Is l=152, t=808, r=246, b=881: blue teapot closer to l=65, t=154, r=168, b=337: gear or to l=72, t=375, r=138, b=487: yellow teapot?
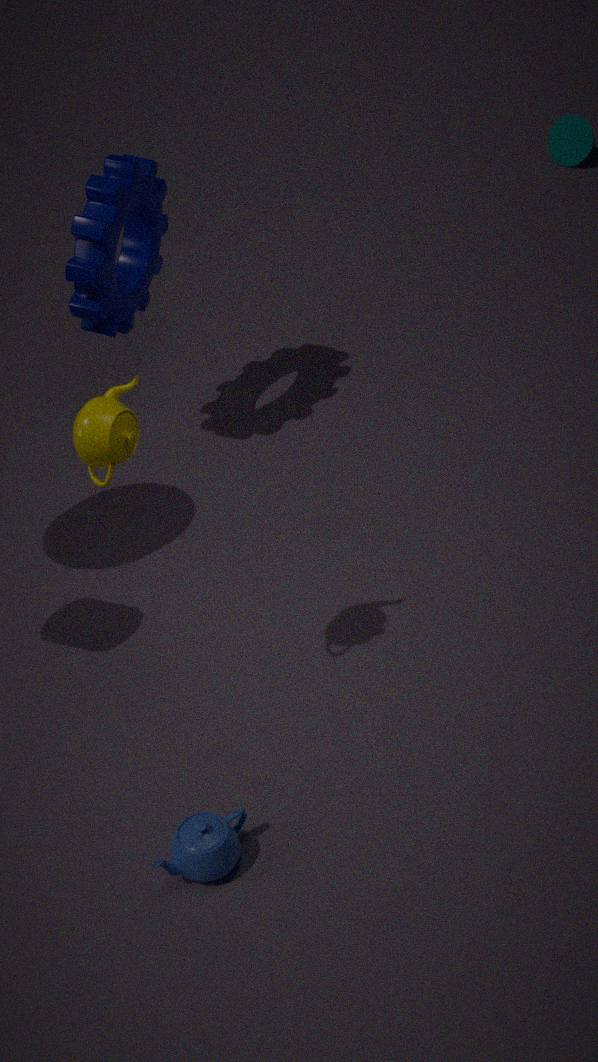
l=72, t=375, r=138, b=487: yellow teapot
